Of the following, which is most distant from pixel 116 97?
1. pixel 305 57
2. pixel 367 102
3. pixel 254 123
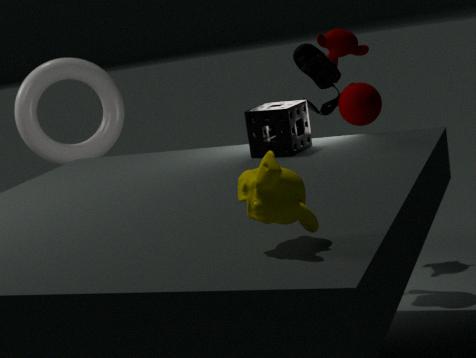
pixel 367 102
